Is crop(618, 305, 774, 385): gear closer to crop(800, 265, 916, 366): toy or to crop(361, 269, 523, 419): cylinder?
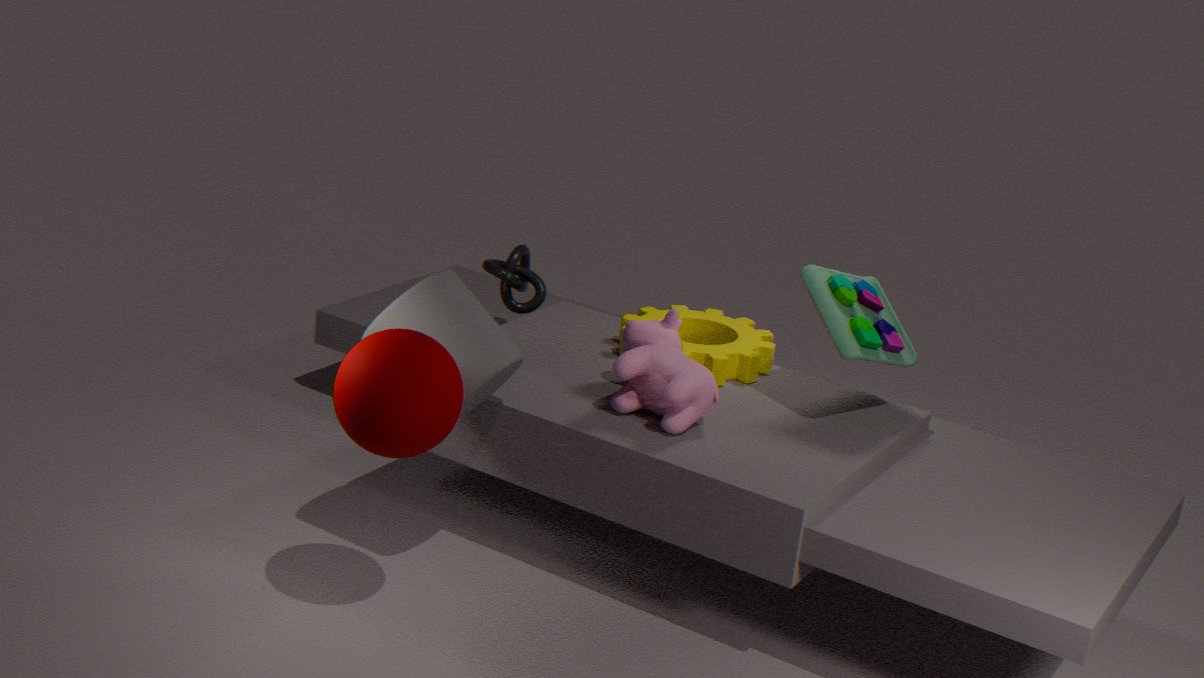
crop(800, 265, 916, 366): toy
